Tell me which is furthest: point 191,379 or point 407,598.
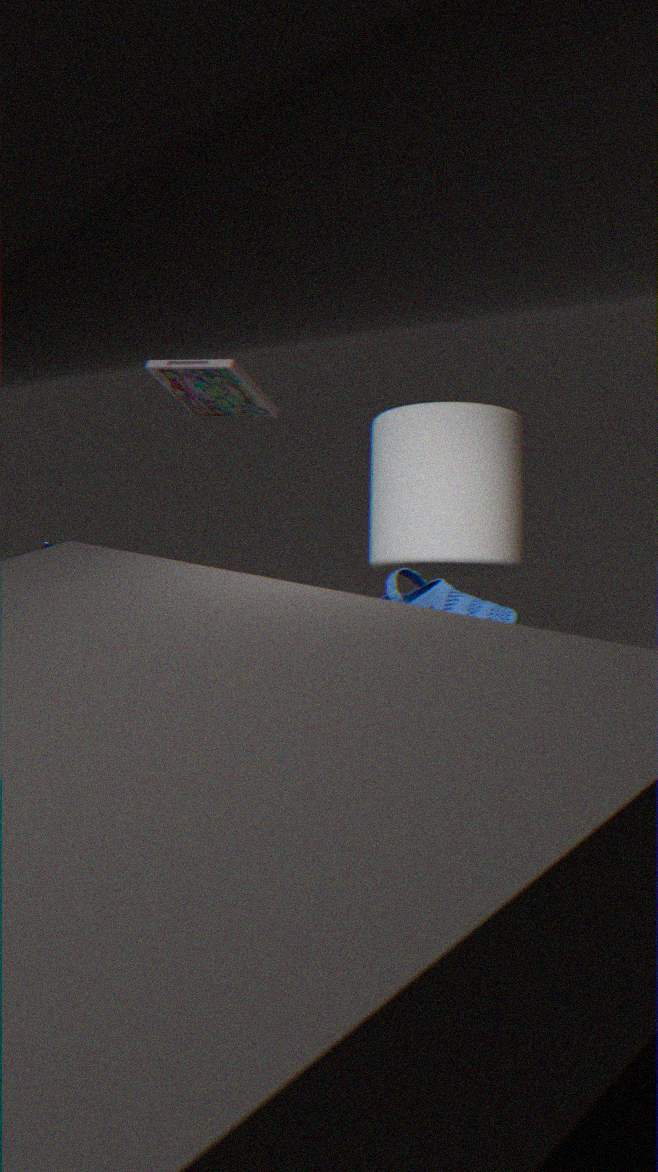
point 191,379
